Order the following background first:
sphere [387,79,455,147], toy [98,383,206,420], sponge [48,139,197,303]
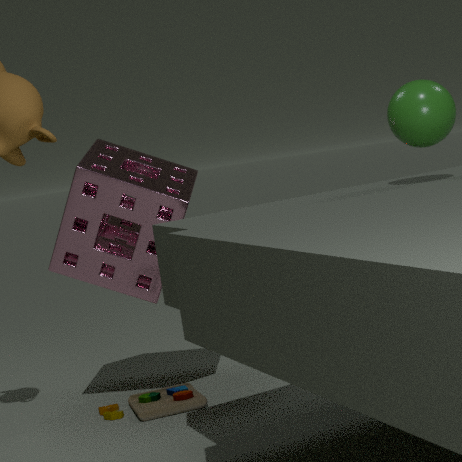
toy [98,383,206,420]
sponge [48,139,197,303]
sphere [387,79,455,147]
